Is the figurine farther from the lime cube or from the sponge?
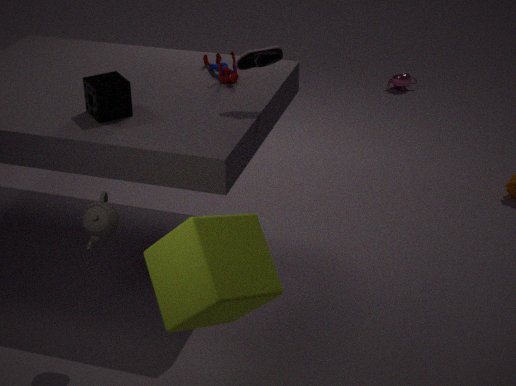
the lime cube
